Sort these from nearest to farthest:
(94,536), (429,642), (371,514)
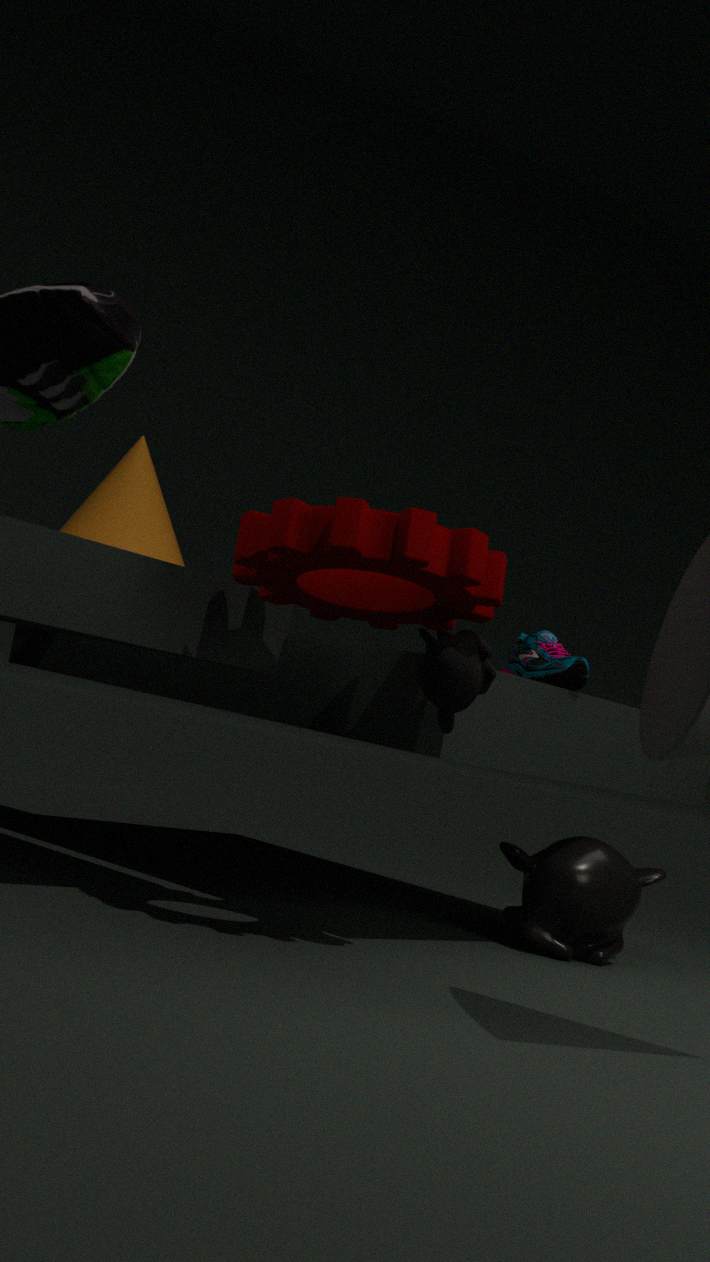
(371,514), (429,642), (94,536)
